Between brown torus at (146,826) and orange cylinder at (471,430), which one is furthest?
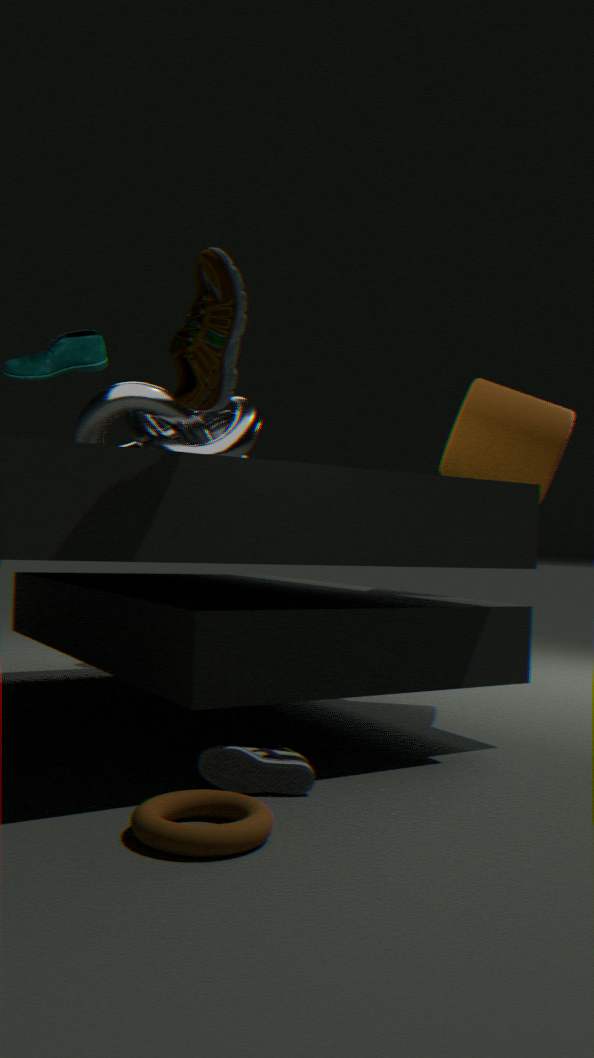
orange cylinder at (471,430)
